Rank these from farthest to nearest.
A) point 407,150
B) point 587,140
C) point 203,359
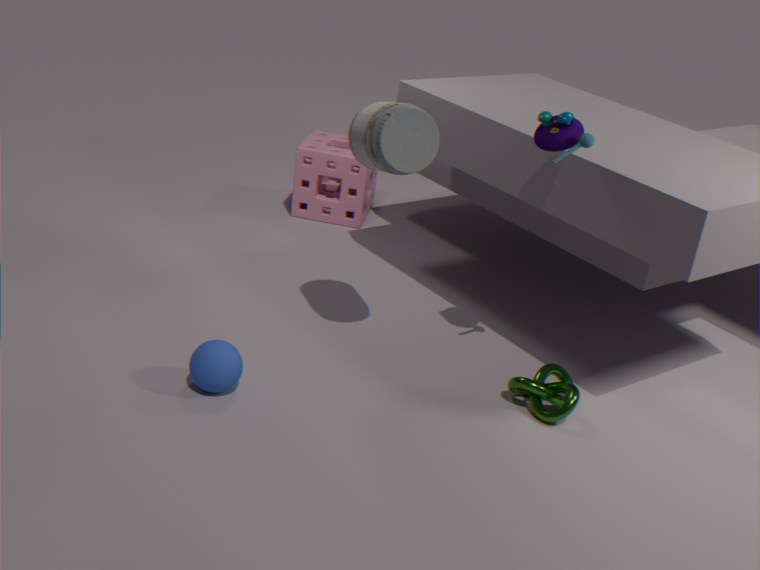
1. point 407,150
2. point 203,359
3. point 587,140
